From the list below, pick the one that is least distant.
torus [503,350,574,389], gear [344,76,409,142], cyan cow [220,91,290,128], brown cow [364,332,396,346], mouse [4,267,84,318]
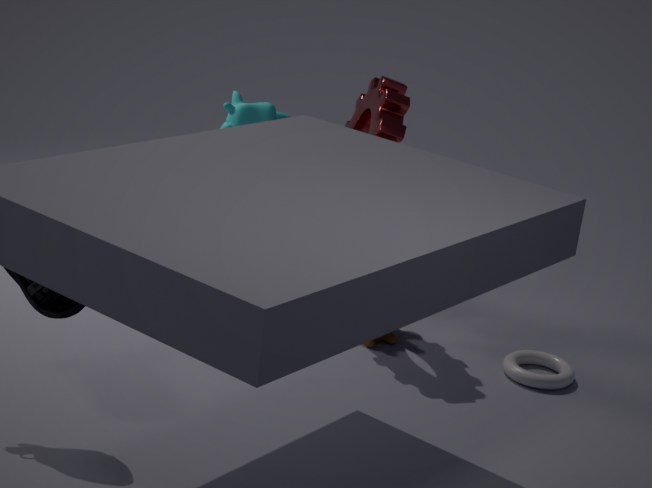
mouse [4,267,84,318]
